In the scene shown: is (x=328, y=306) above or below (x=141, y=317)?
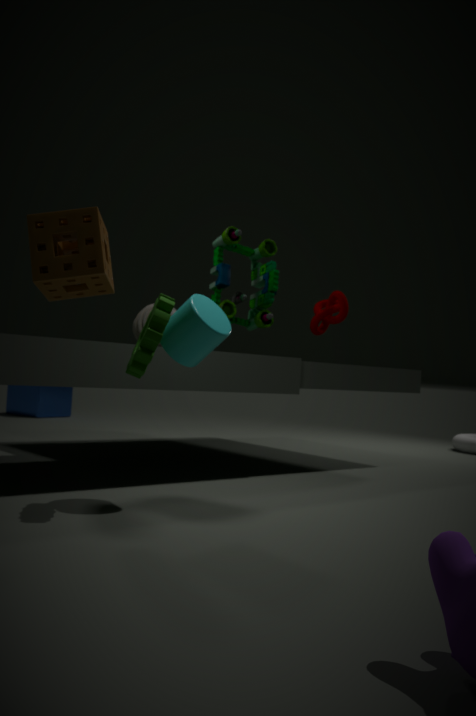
above
